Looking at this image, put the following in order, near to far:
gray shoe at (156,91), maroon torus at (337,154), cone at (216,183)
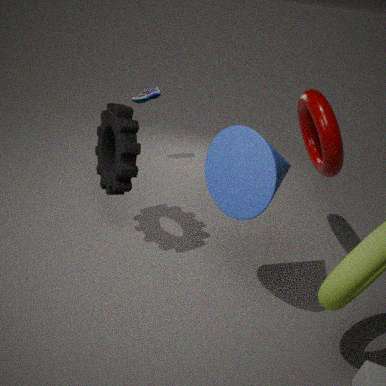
cone at (216,183) < maroon torus at (337,154) < gray shoe at (156,91)
